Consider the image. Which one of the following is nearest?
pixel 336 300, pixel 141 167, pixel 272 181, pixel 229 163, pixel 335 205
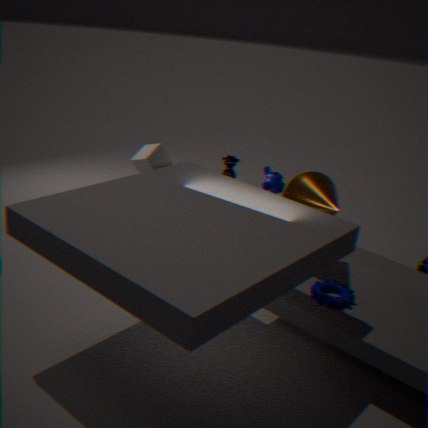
pixel 336 300
